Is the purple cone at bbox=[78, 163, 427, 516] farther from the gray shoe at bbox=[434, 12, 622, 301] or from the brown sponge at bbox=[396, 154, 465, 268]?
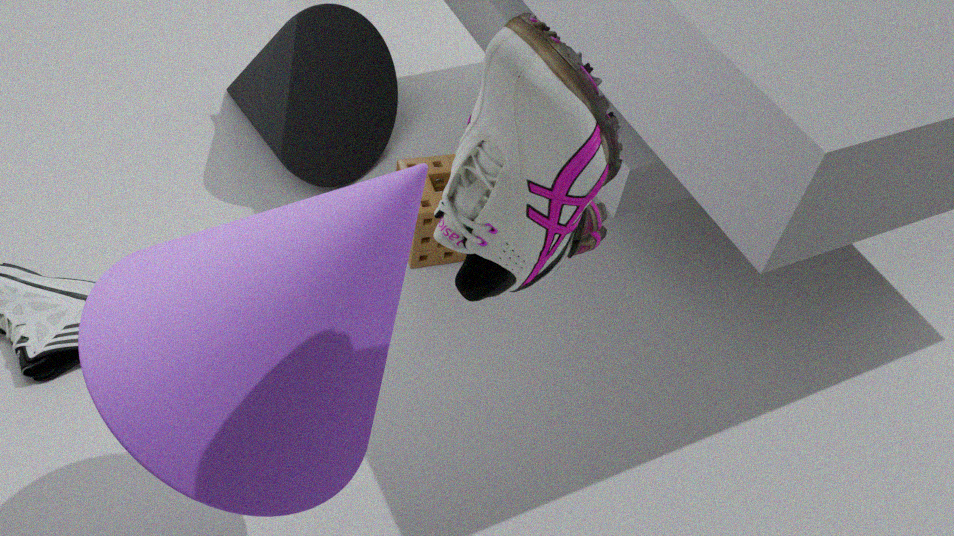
the brown sponge at bbox=[396, 154, 465, 268]
